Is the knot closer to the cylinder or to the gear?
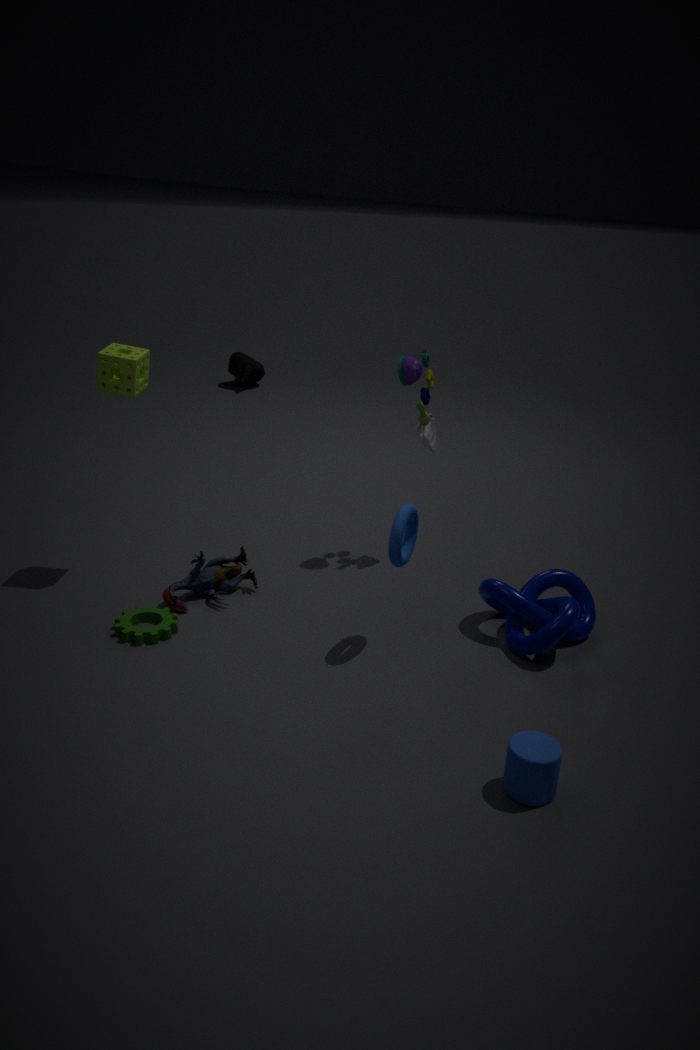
the cylinder
